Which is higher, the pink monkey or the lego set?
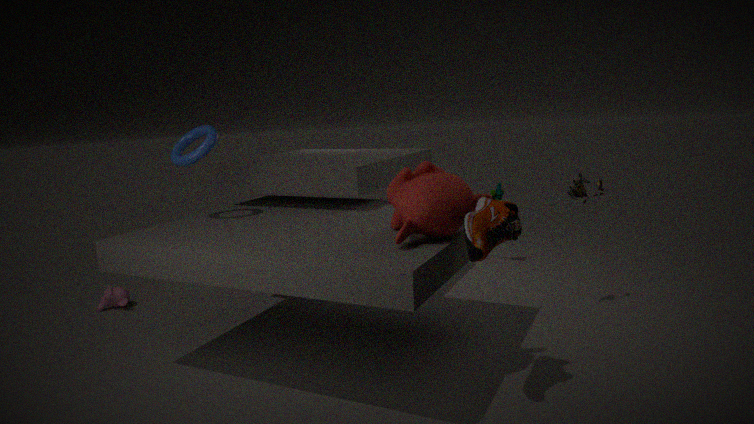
the lego set
